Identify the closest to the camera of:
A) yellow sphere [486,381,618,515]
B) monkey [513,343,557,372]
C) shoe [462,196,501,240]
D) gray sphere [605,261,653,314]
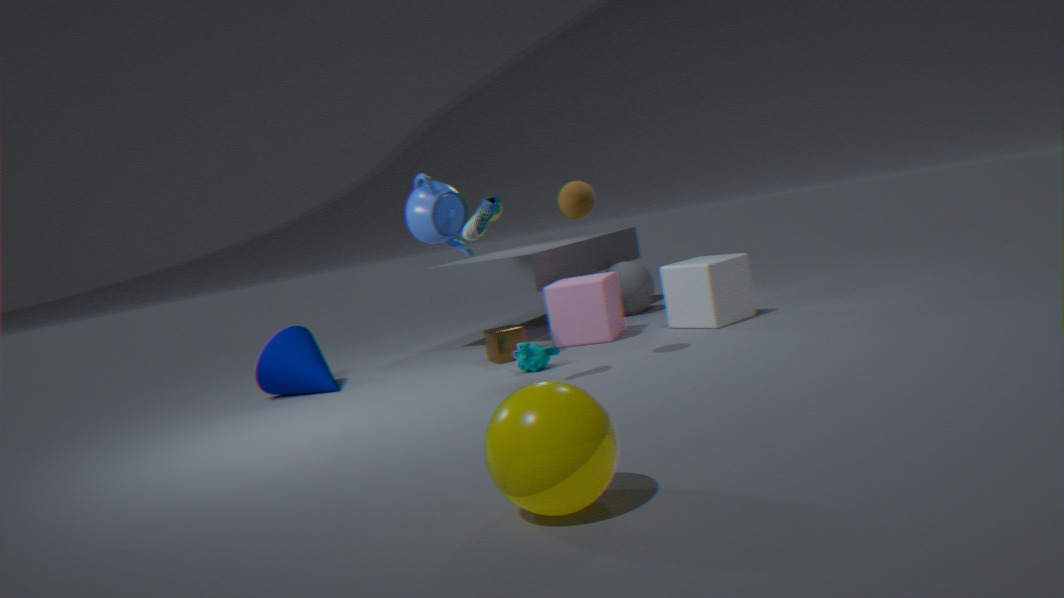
yellow sphere [486,381,618,515]
